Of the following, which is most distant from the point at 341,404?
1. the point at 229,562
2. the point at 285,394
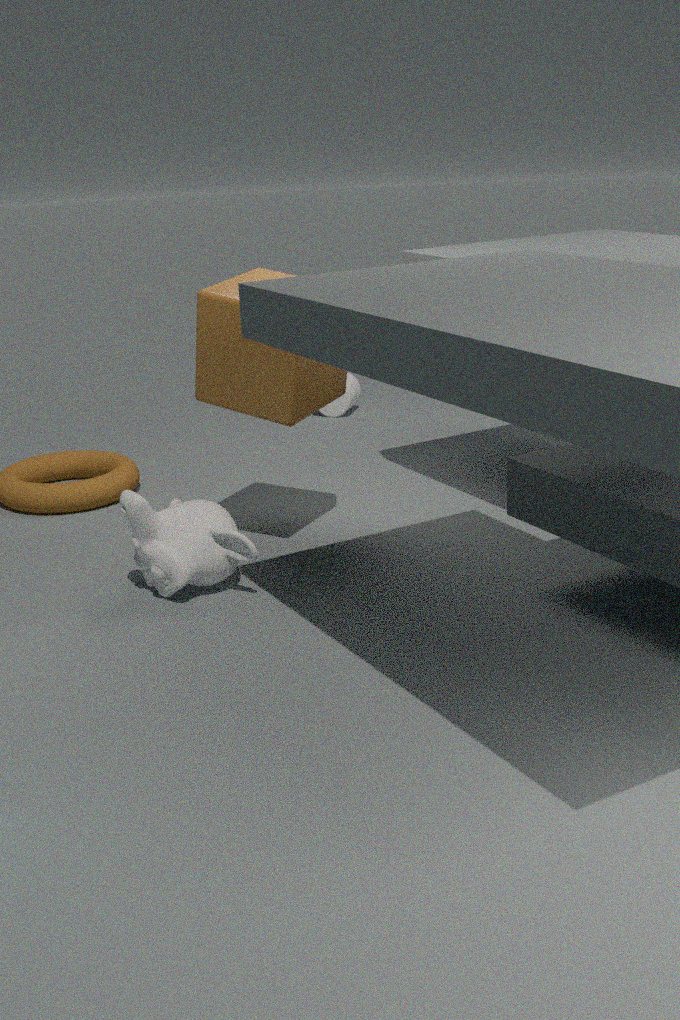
the point at 229,562
